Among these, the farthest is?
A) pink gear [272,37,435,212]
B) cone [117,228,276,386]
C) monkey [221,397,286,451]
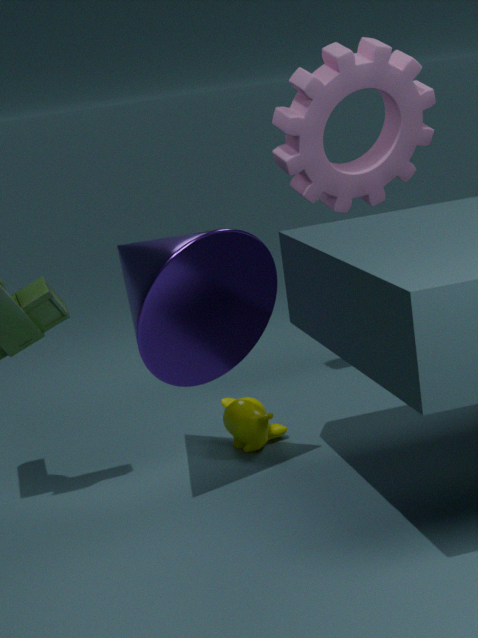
pink gear [272,37,435,212]
